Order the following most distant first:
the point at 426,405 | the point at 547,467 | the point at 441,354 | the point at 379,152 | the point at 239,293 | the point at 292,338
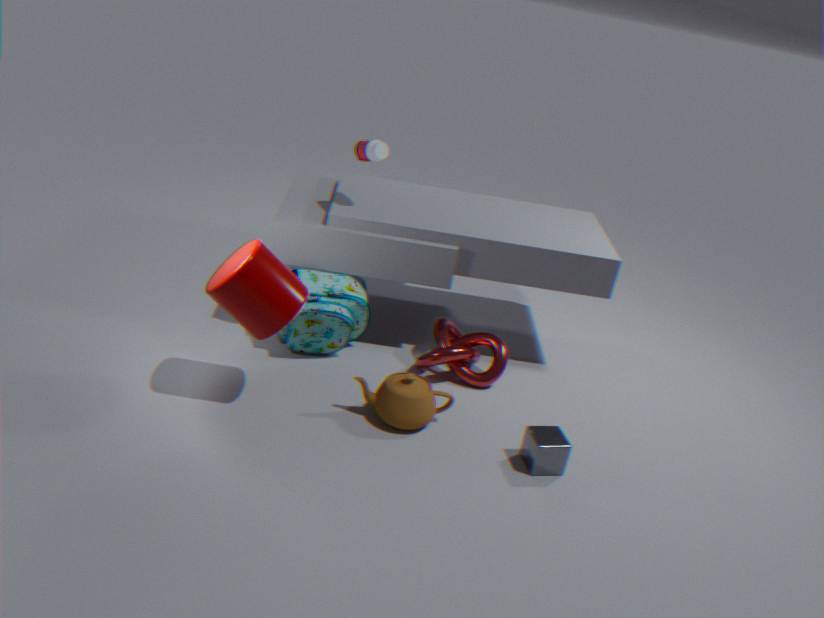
the point at 292,338
the point at 379,152
the point at 441,354
the point at 426,405
the point at 547,467
the point at 239,293
